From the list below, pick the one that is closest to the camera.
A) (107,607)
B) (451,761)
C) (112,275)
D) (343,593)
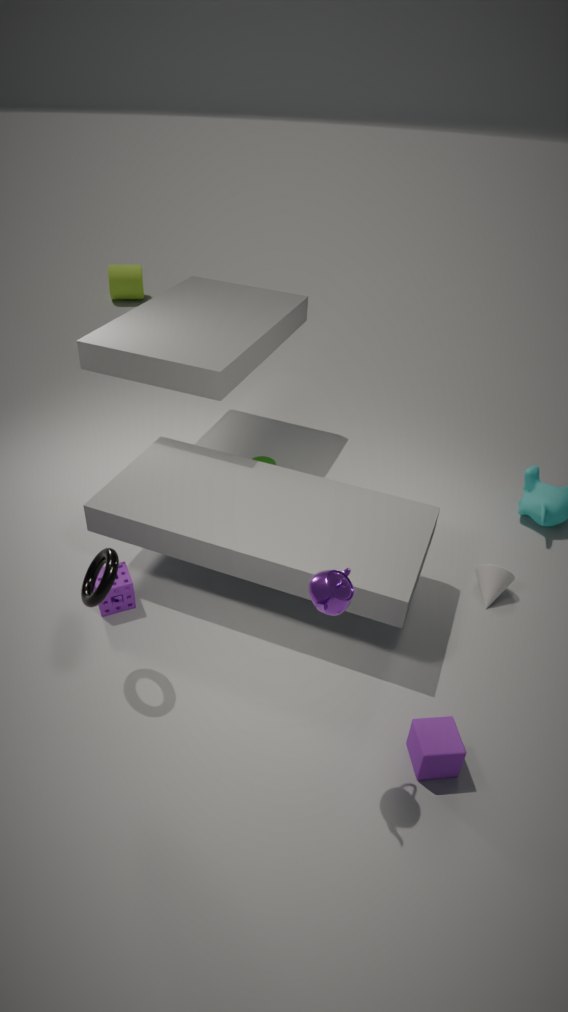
(343,593)
